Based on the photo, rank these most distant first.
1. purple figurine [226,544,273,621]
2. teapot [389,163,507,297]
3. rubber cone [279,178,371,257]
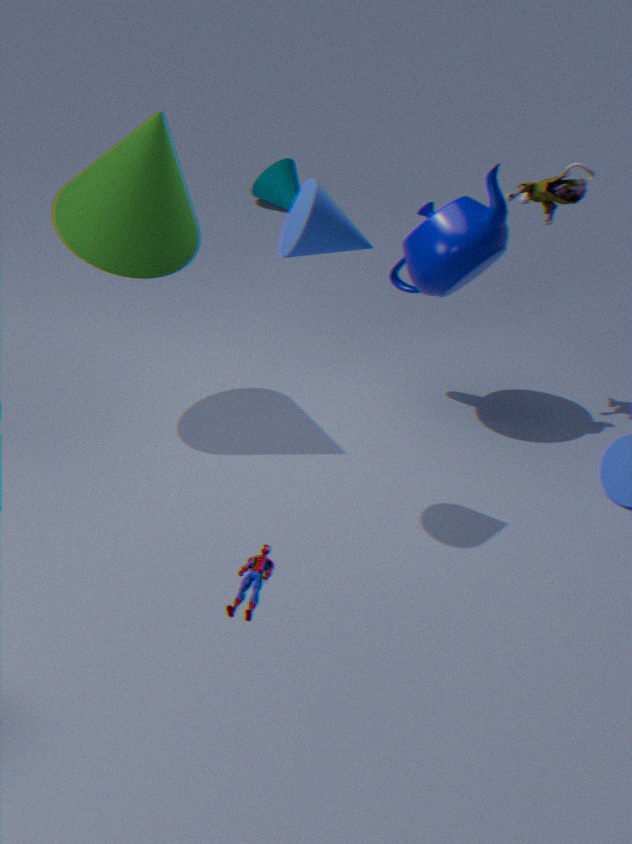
teapot [389,163,507,297], rubber cone [279,178,371,257], purple figurine [226,544,273,621]
